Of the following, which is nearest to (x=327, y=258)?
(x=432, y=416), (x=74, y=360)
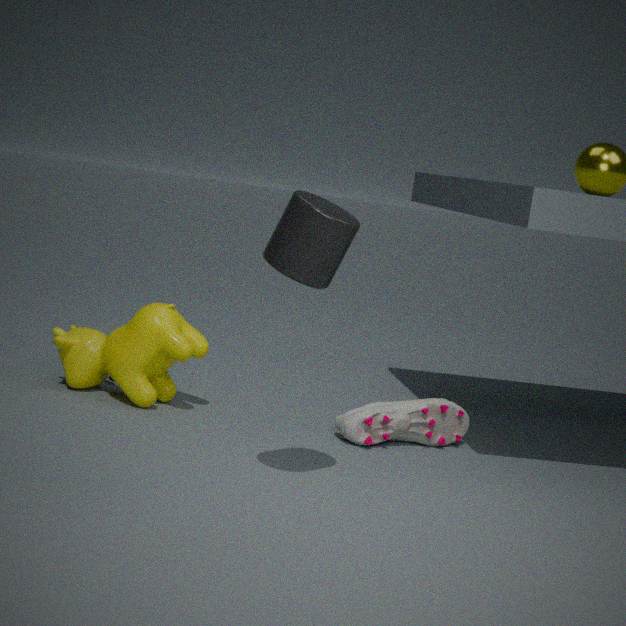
(x=432, y=416)
